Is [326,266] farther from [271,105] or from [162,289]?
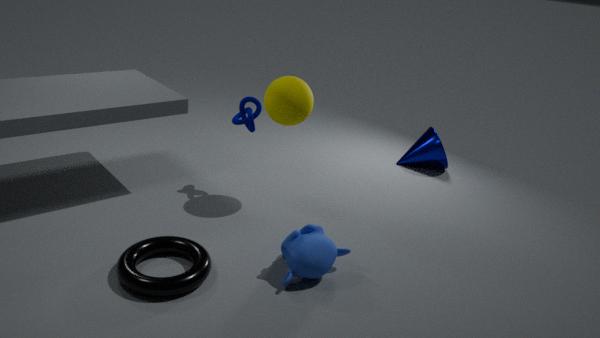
[271,105]
